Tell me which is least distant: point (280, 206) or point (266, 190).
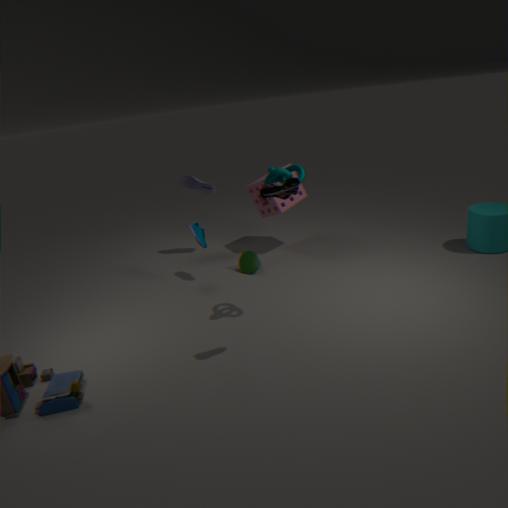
point (266, 190)
